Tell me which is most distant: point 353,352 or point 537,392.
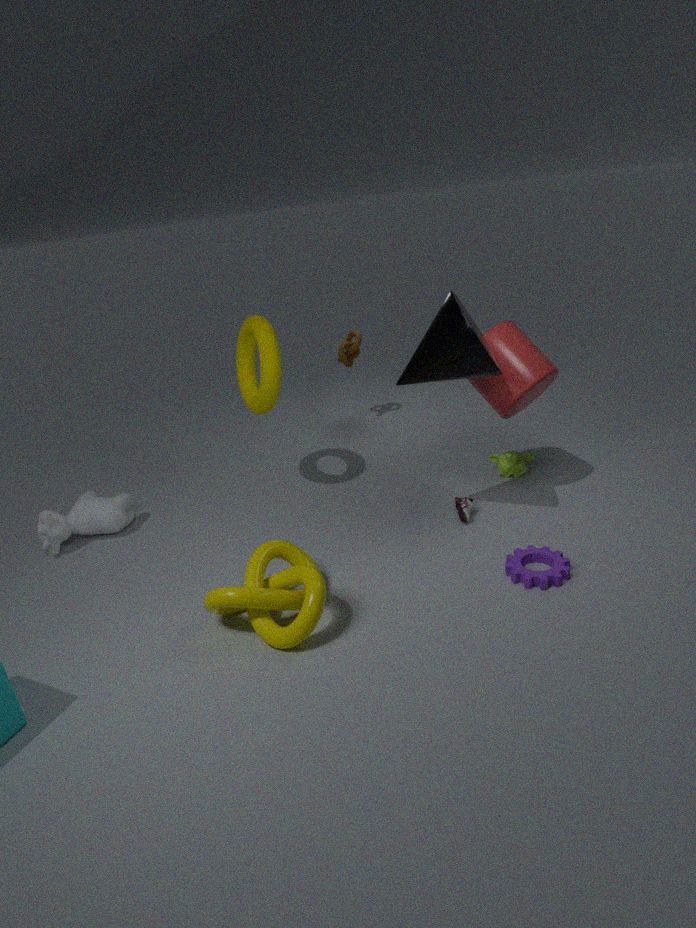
point 353,352
